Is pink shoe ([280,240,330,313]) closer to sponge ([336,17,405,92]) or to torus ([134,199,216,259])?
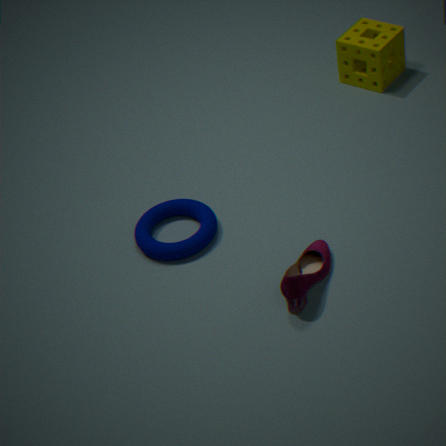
torus ([134,199,216,259])
